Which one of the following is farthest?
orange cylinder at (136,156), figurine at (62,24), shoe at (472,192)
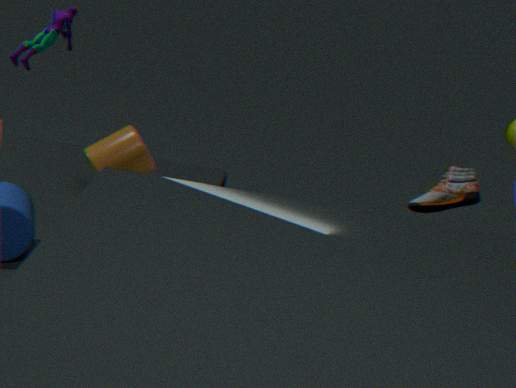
shoe at (472,192)
